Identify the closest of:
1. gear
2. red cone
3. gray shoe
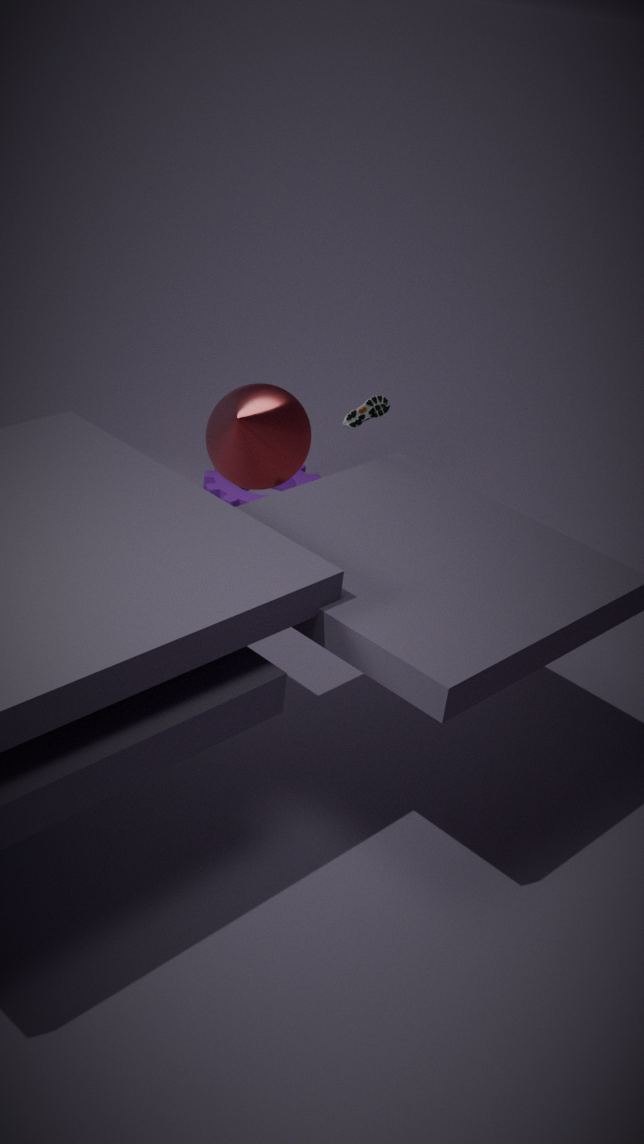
gray shoe
